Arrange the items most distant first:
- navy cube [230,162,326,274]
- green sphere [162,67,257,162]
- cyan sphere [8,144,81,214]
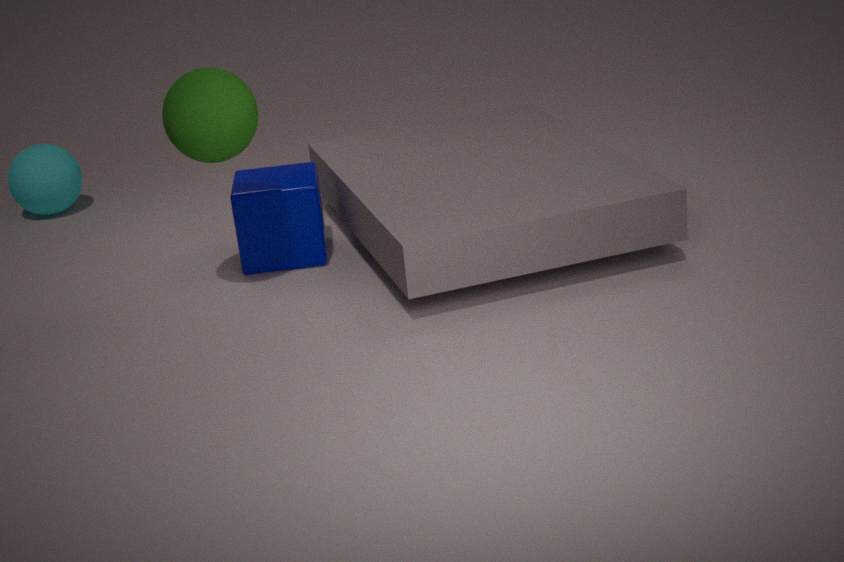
cyan sphere [8,144,81,214], navy cube [230,162,326,274], green sphere [162,67,257,162]
